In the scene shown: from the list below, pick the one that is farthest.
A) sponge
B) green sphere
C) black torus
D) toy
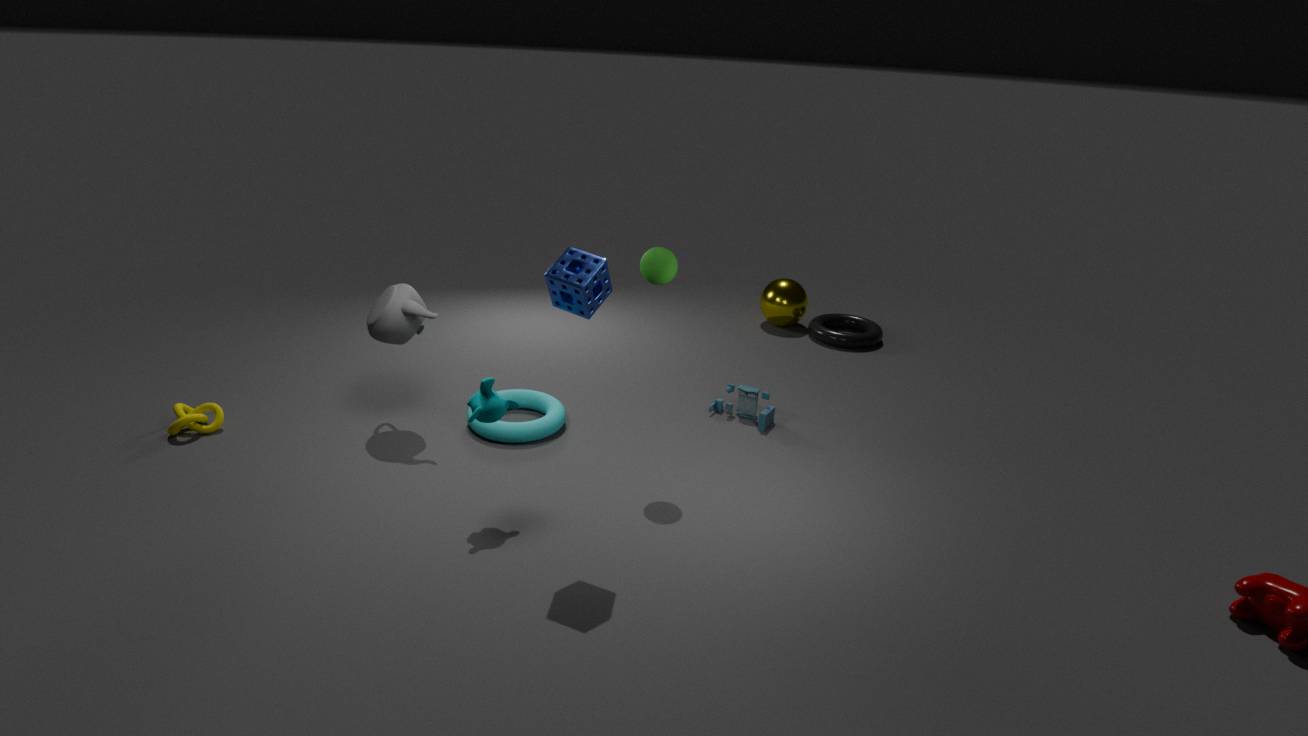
black torus
